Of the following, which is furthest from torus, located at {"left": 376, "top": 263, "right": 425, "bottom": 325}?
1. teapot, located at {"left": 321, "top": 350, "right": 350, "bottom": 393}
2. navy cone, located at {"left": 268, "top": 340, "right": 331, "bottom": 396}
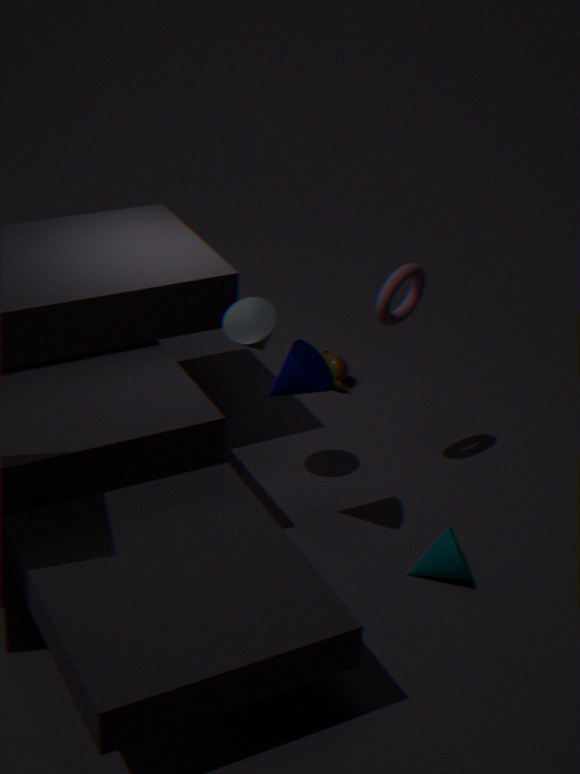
teapot, located at {"left": 321, "top": 350, "right": 350, "bottom": 393}
